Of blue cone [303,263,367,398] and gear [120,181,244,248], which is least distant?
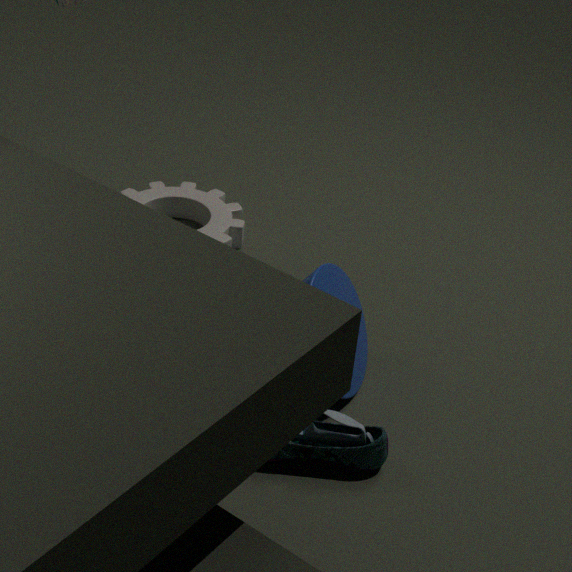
blue cone [303,263,367,398]
